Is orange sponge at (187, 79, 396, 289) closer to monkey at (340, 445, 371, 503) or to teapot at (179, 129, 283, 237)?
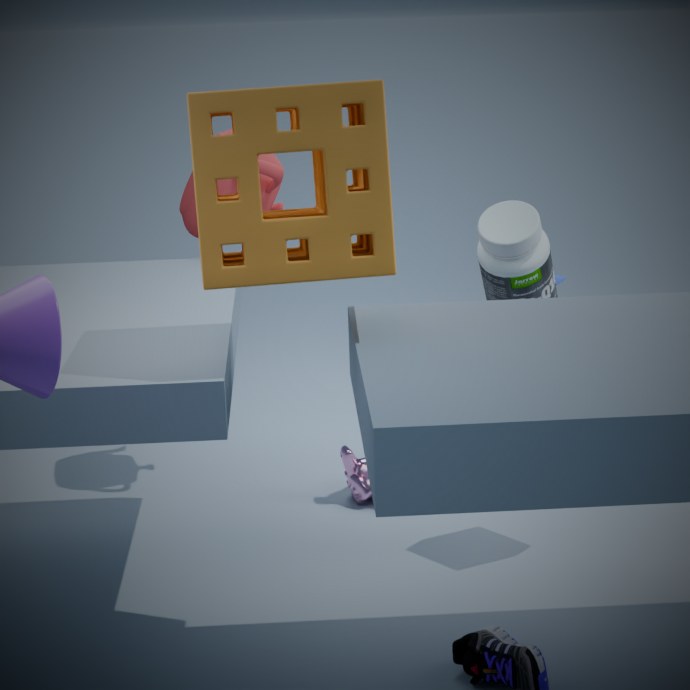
teapot at (179, 129, 283, 237)
